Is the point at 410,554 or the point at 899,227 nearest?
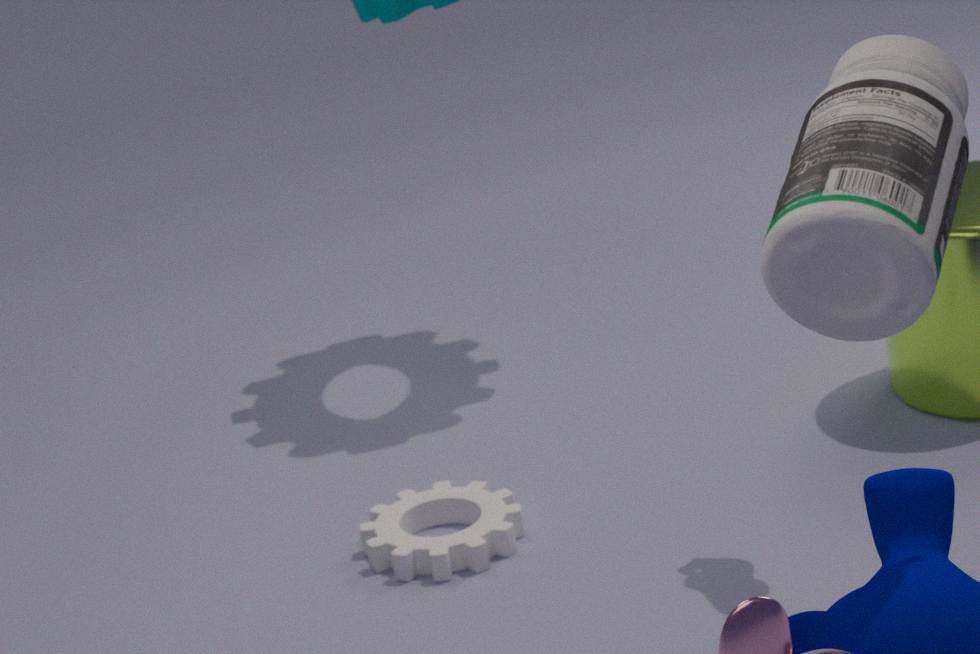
the point at 899,227
